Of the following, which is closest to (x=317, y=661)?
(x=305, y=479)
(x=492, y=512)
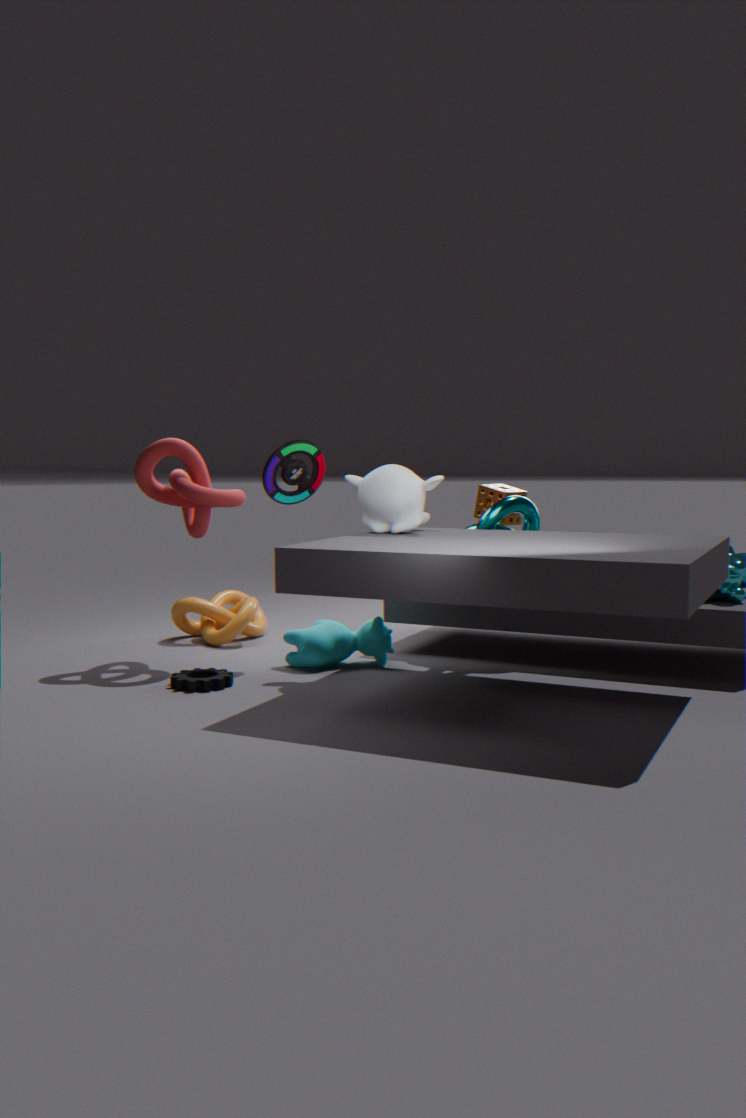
(x=305, y=479)
